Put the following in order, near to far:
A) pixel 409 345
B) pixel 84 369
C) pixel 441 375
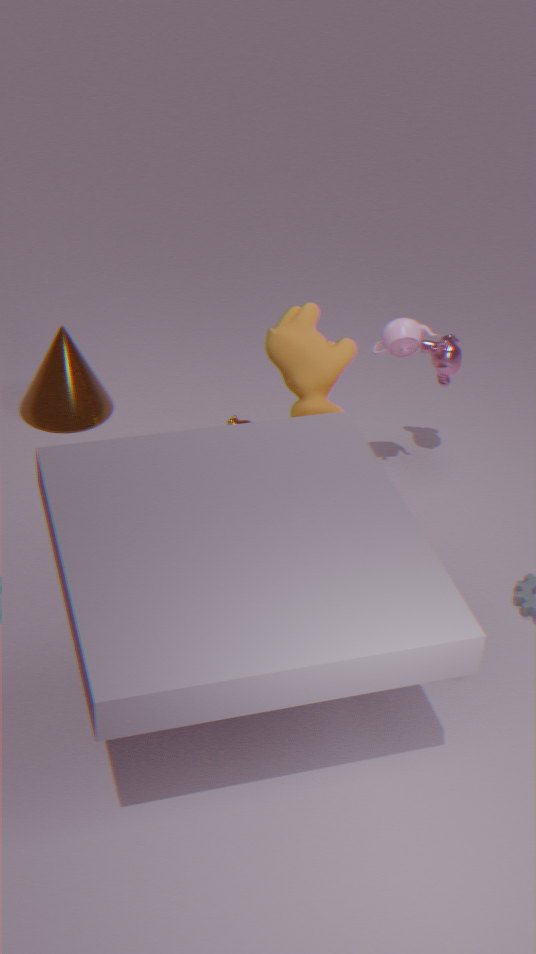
1. pixel 409 345
2. pixel 441 375
3. pixel 84 369
